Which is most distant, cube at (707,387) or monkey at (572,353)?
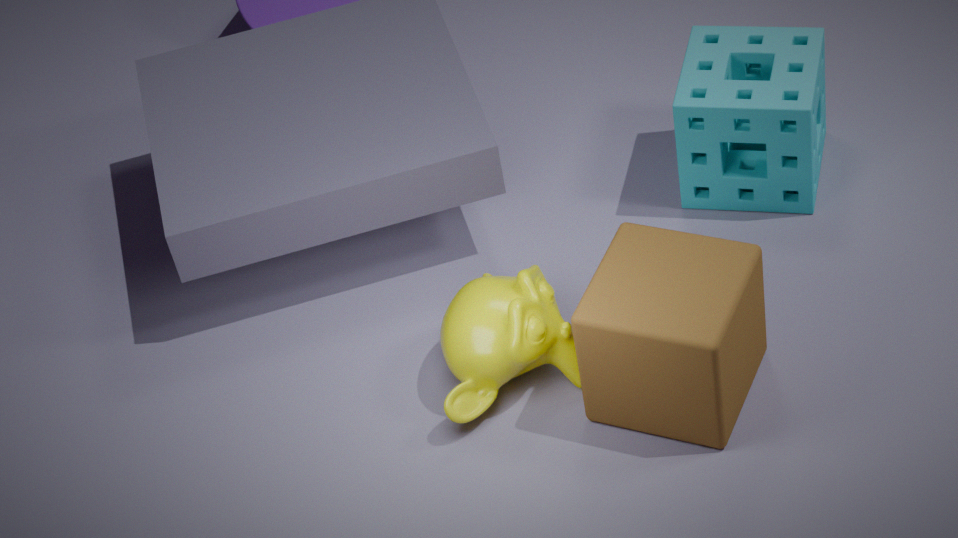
monkey at (572,353)
